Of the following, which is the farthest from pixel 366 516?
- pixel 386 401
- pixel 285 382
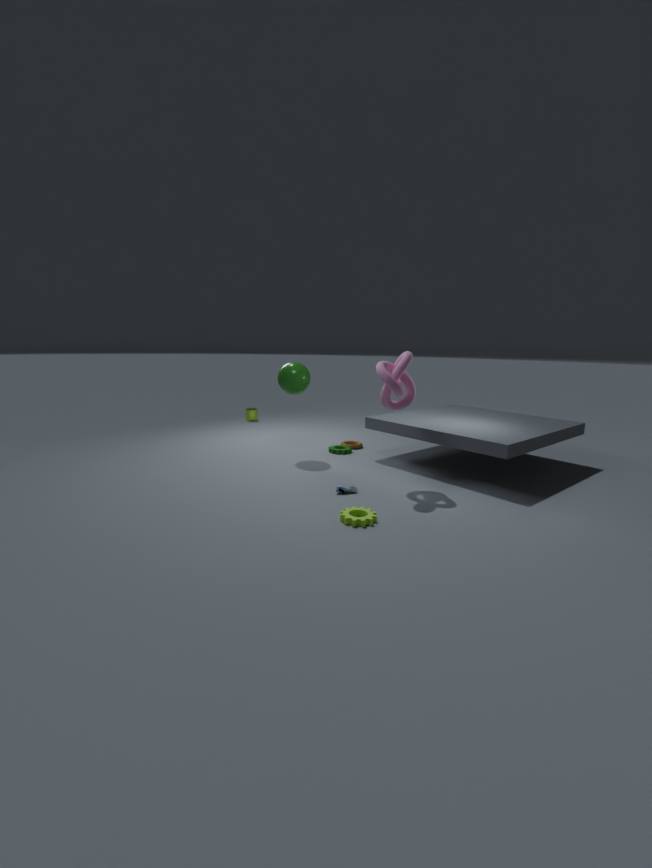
pixel 285 382
